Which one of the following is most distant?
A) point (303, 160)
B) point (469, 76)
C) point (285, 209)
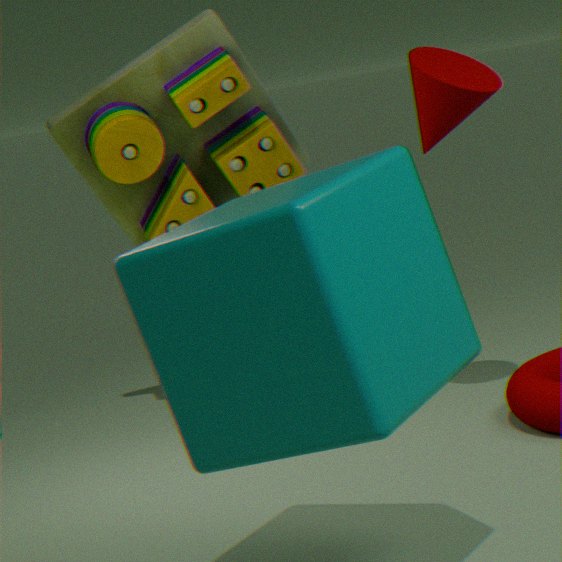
point (303, 160)
